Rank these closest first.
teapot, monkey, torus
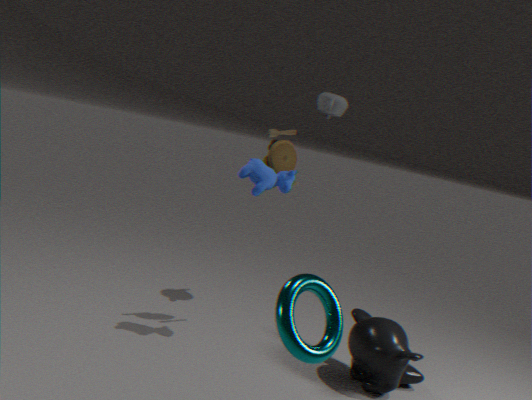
torus, monkey, teapot
